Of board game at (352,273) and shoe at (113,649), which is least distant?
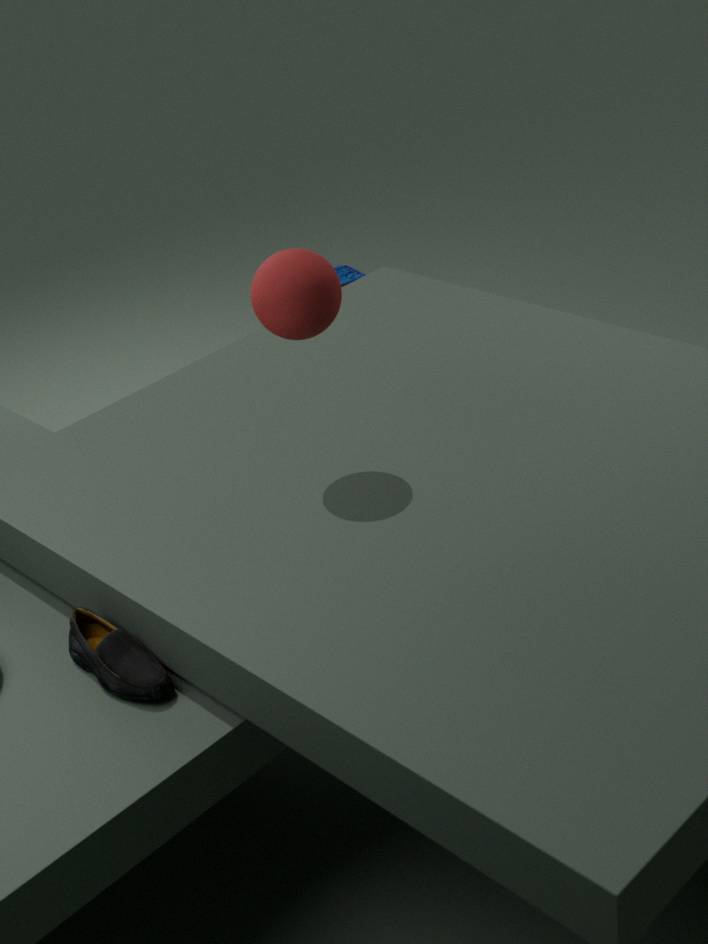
shoe at (113,649)
